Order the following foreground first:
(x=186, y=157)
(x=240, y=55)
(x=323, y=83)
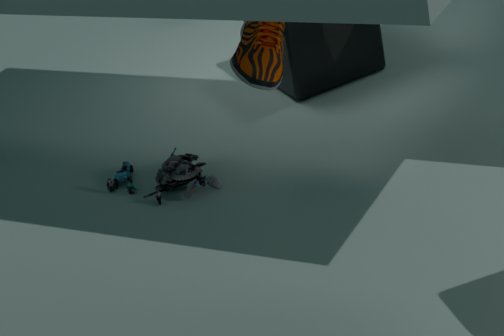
(x=240, y=55) < (x=186, y=157) < (x=323, y=83)
